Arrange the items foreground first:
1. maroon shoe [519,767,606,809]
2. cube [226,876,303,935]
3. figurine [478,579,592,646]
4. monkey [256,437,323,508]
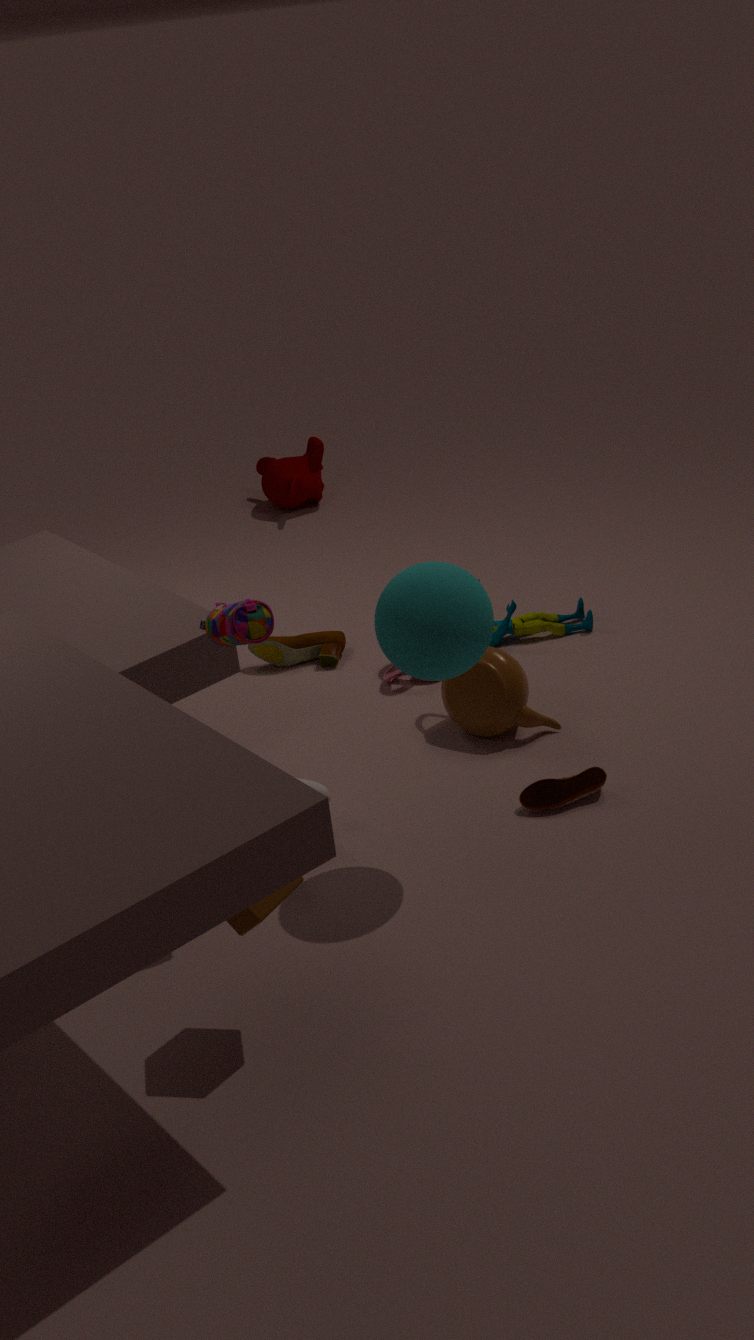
1. cube [226,876,303,935]
2. maroon shoe [519,767,606,809]
3. figurine [478,579,592,646]
4. monkey [256,437,323,508]
